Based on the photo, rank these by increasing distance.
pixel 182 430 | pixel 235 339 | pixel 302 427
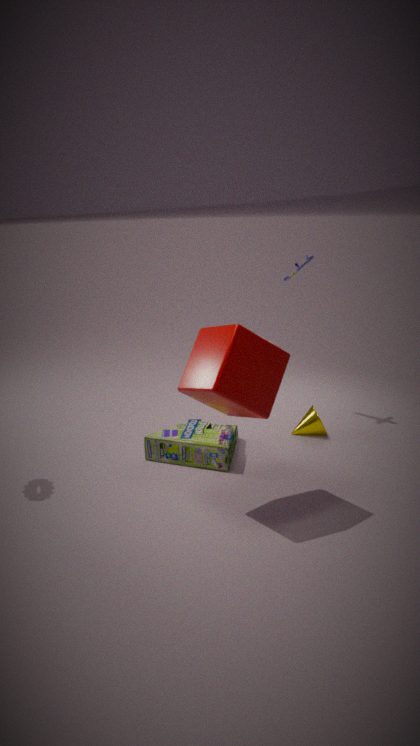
pixel 235 339 < pixel 182 430 < pixel 302 427
